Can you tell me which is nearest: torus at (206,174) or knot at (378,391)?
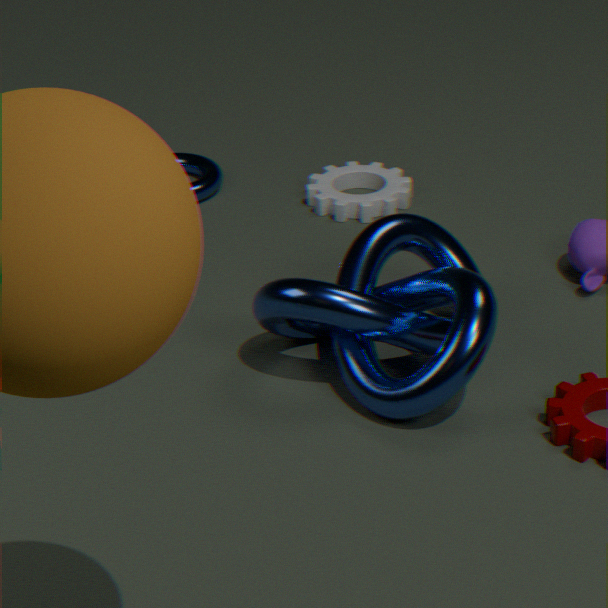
knot at (378,391)
